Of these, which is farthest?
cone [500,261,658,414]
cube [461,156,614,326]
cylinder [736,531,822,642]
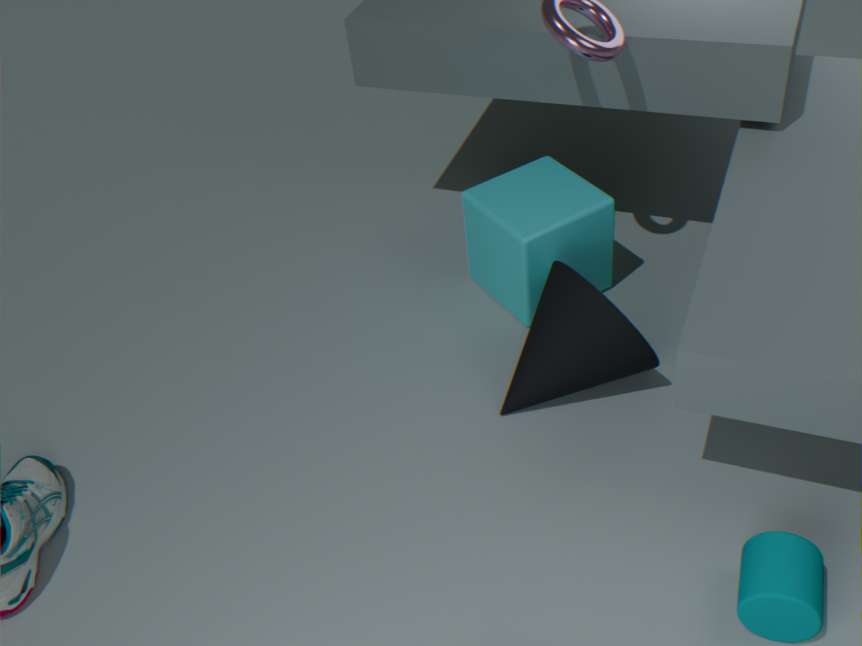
cube [461,156,614,326]
